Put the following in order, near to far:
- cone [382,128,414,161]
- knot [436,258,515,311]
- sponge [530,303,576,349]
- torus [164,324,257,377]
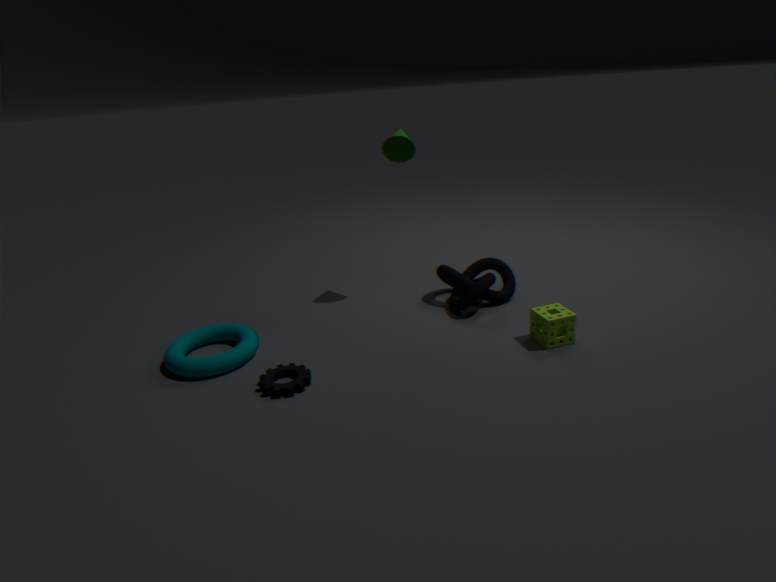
torus [164,324,257,377] < sponge [530,303,576,349] < knot [436,258,515,311] < cone [382,128,414,161]
